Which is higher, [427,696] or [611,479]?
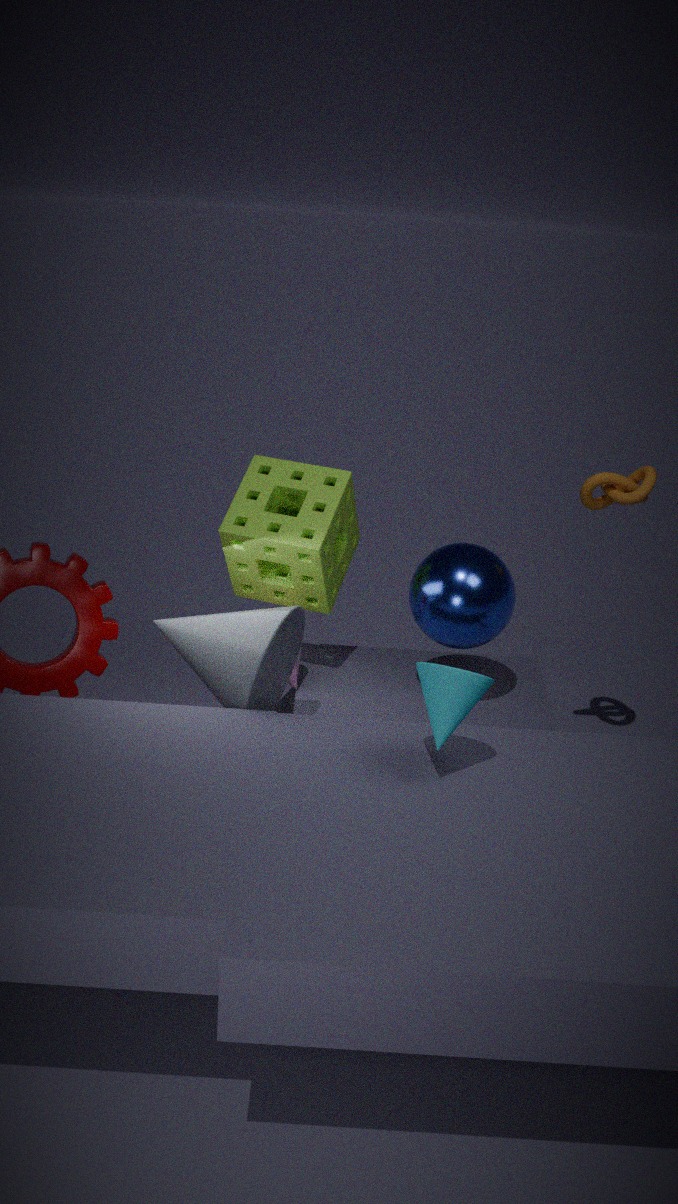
[611,479]
